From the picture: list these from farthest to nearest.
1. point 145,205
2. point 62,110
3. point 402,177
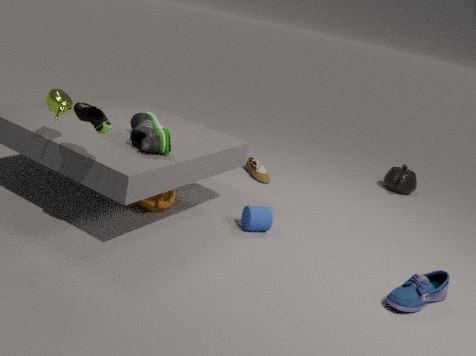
point 402,177
point 145,205
point 62,110
